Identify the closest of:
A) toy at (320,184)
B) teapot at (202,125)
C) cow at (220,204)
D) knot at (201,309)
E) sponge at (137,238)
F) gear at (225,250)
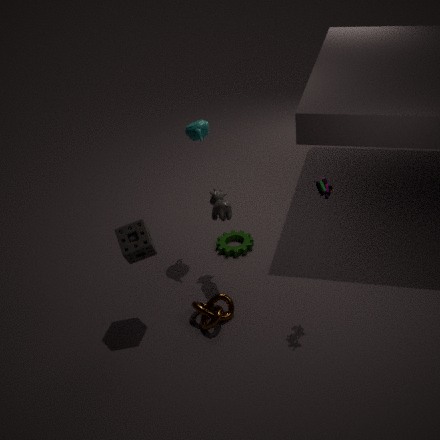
toy at (320,184)
